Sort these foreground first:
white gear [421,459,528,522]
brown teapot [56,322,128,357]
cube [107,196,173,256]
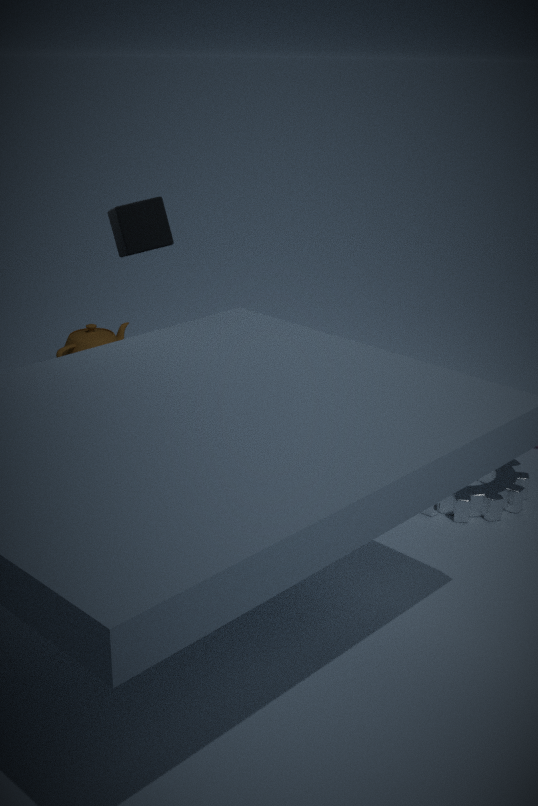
cube [107,196,173,256]
white gear [421,459,528,522]
brown teapot [56,322,128,357]
